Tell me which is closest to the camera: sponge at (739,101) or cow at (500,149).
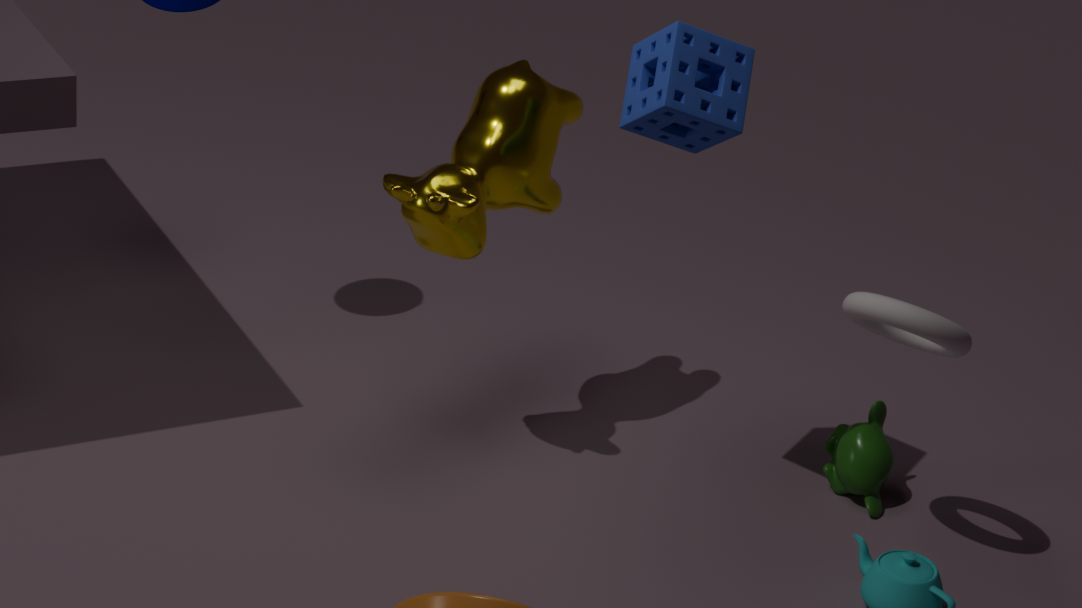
sponge at (739,101)
